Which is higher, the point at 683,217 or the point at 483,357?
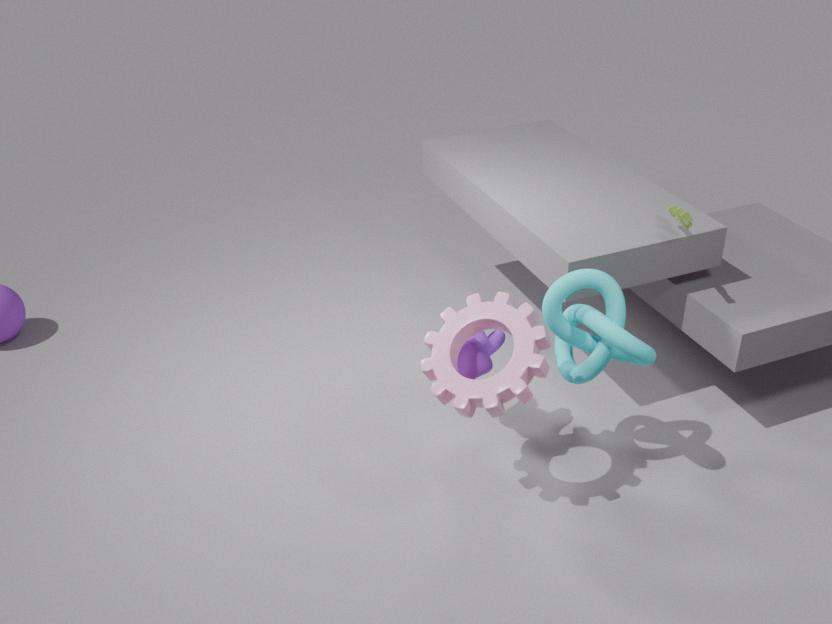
the point at 683,217
